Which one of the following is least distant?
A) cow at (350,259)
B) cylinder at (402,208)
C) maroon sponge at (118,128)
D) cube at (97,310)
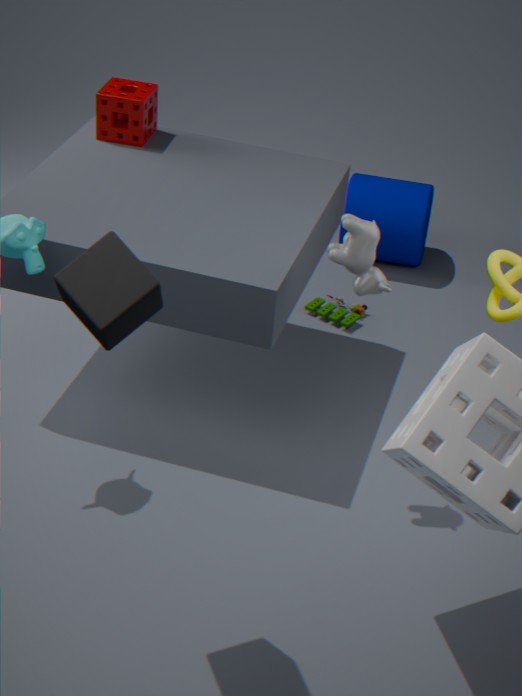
cube at (97,310)
